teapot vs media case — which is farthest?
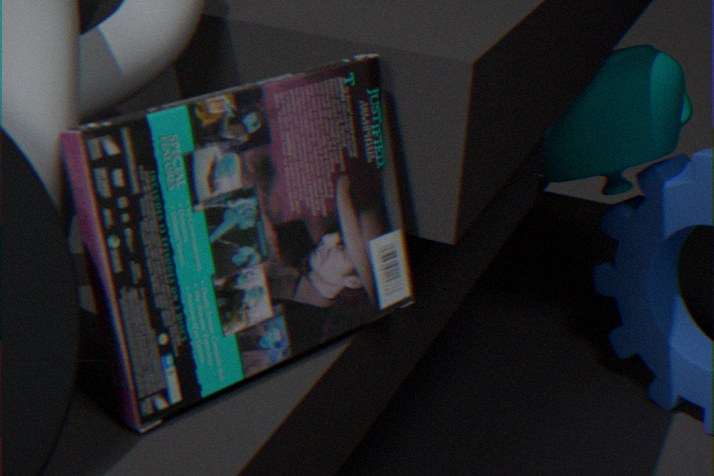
teapot
